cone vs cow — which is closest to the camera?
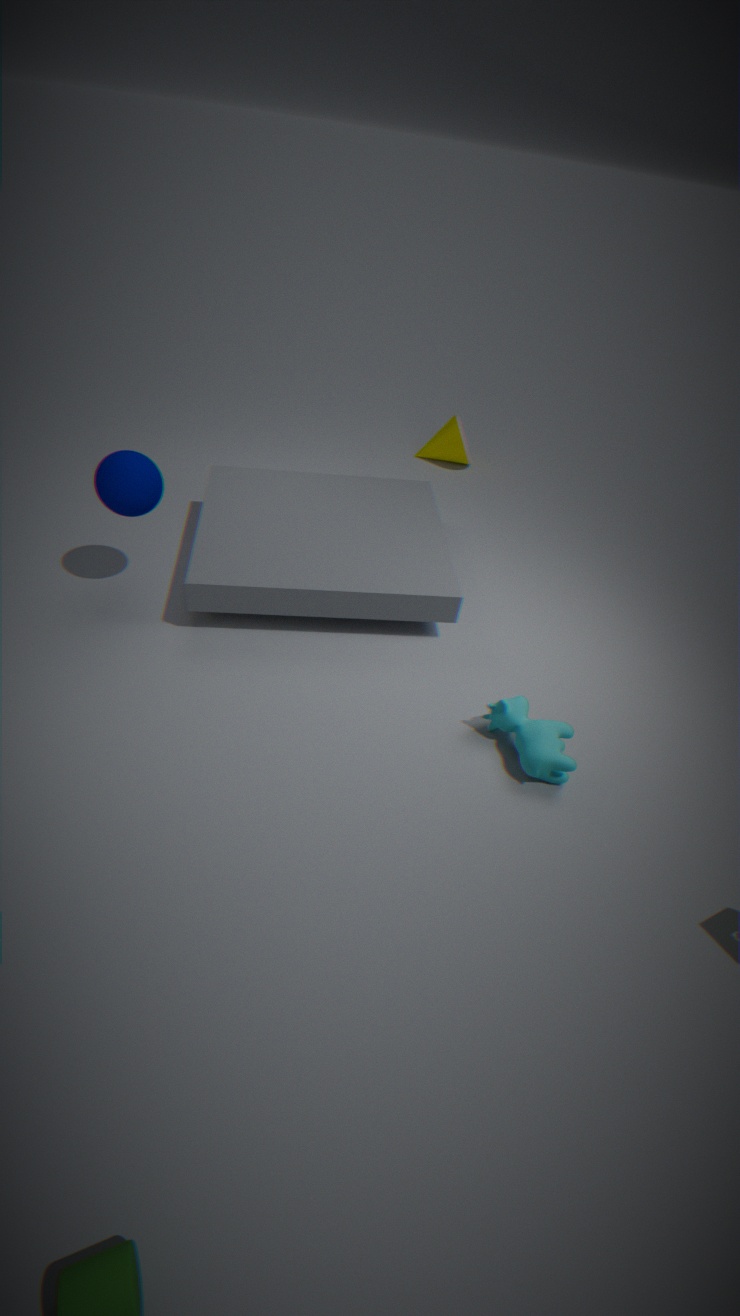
cow
